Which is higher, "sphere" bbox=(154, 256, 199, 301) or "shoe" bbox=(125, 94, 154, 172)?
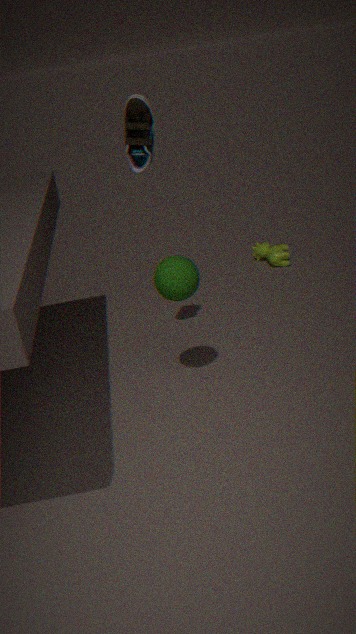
"shoe" bbox=(125, 94, 154, 172)
